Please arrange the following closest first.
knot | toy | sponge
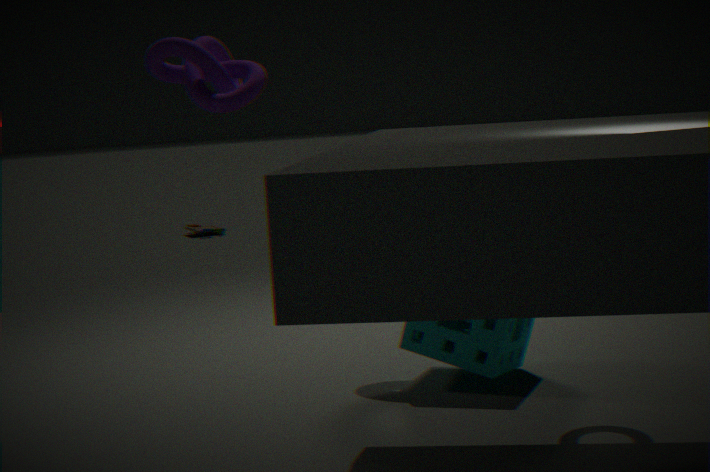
1. knot
2. sponge
3. toy
